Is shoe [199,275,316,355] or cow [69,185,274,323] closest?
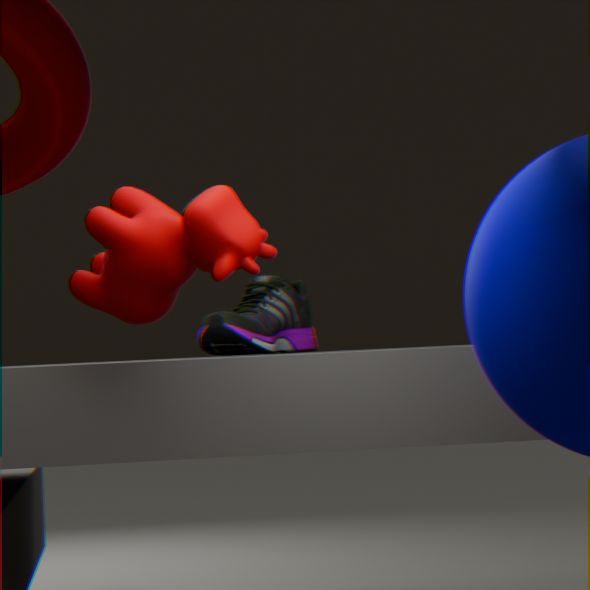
cow [69,185,274,323]
